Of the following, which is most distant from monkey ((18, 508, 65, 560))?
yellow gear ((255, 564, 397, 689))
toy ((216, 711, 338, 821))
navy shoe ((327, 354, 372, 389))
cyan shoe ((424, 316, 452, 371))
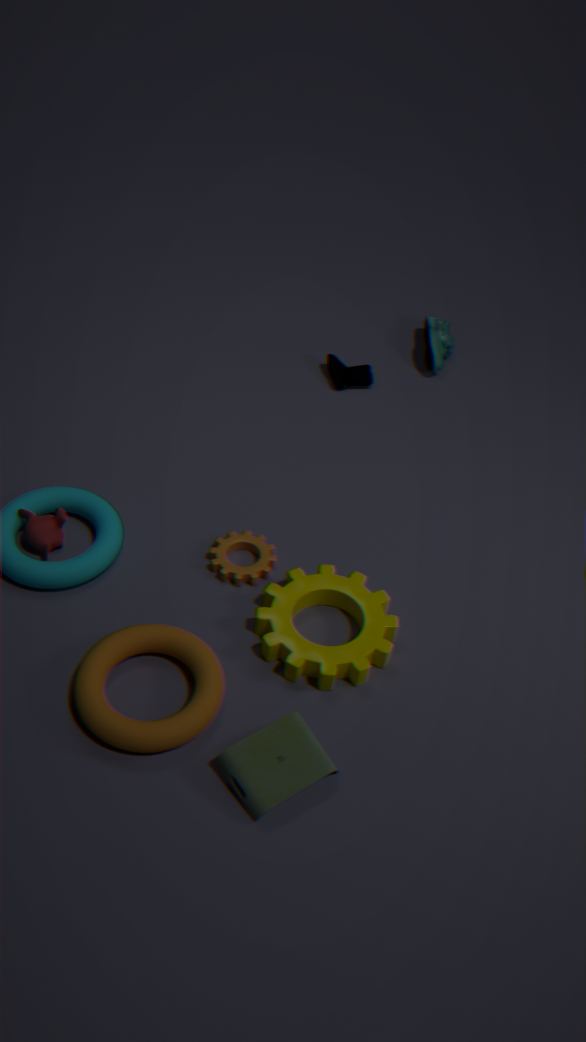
cyan shoe ((424, 316, 452, 371))
